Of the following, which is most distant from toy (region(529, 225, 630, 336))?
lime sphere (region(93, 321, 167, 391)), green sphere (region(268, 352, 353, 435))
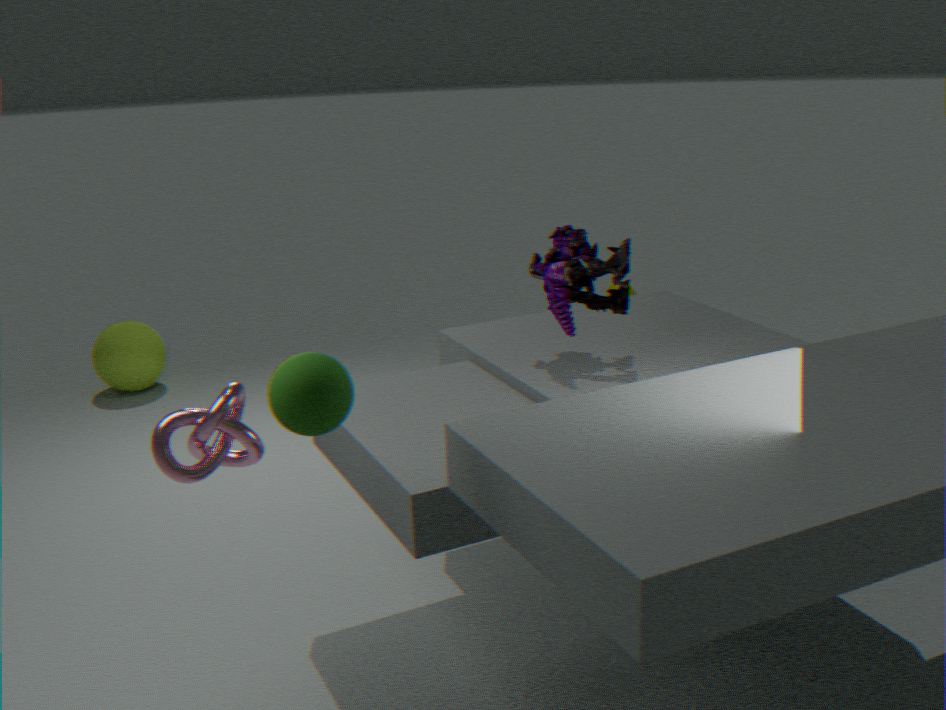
lime sphere (region(93, 321, 167, 391))
